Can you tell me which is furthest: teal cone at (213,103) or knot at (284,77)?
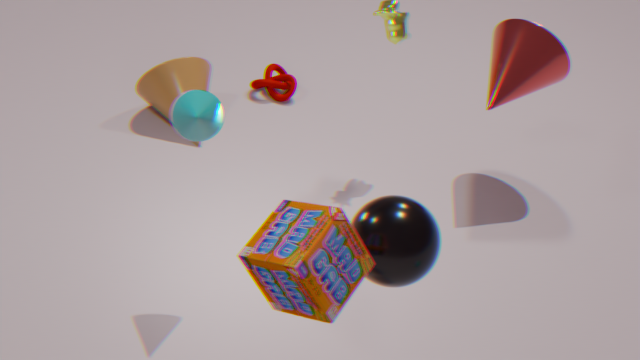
knot at (284,77)
